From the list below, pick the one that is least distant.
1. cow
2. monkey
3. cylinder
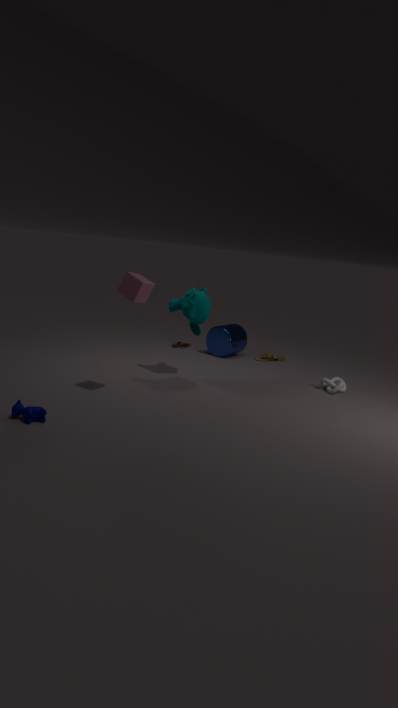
cow
